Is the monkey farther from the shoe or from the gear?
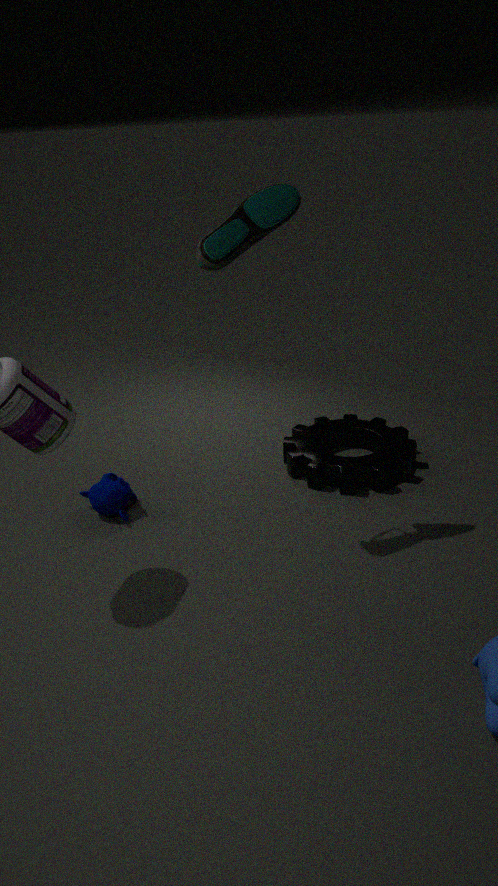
→ the shoe
